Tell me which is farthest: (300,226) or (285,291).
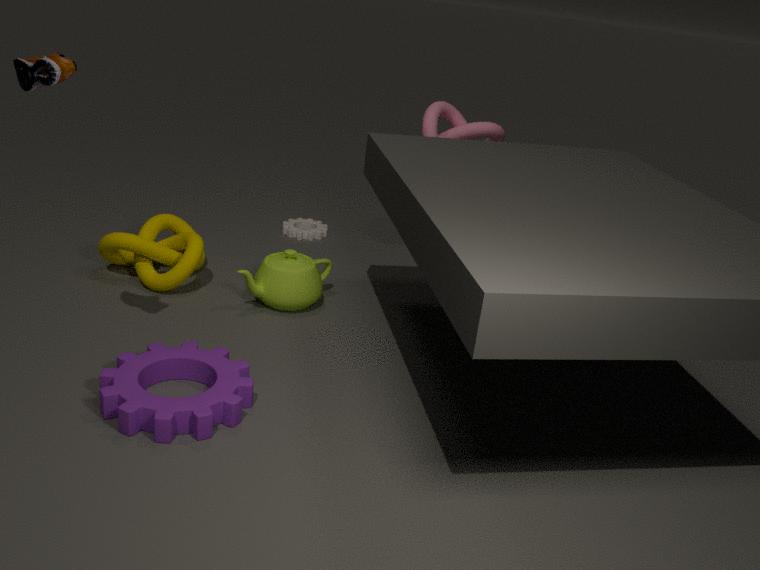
(300,226)
